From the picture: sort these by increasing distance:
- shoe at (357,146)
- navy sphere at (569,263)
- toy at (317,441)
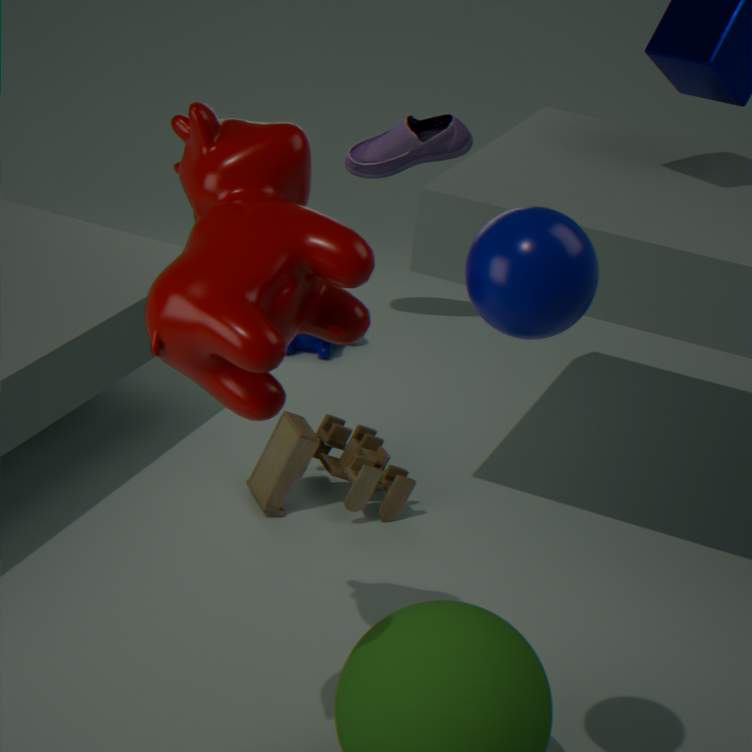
navy sphere at (569,263)
toy at (317,441)
shoe at (357,146)
